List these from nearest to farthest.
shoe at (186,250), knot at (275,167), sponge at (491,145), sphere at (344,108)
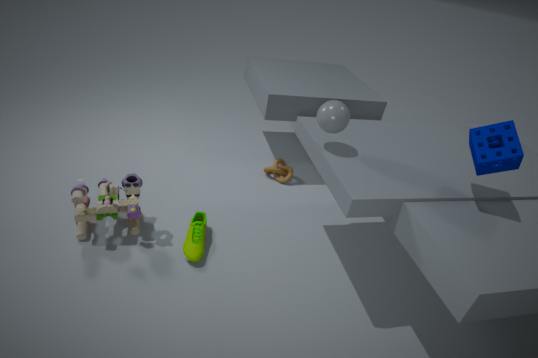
sponge at (491,145) → sphere at (344,108) → shoe at (186,250) → knot at (275,167)
